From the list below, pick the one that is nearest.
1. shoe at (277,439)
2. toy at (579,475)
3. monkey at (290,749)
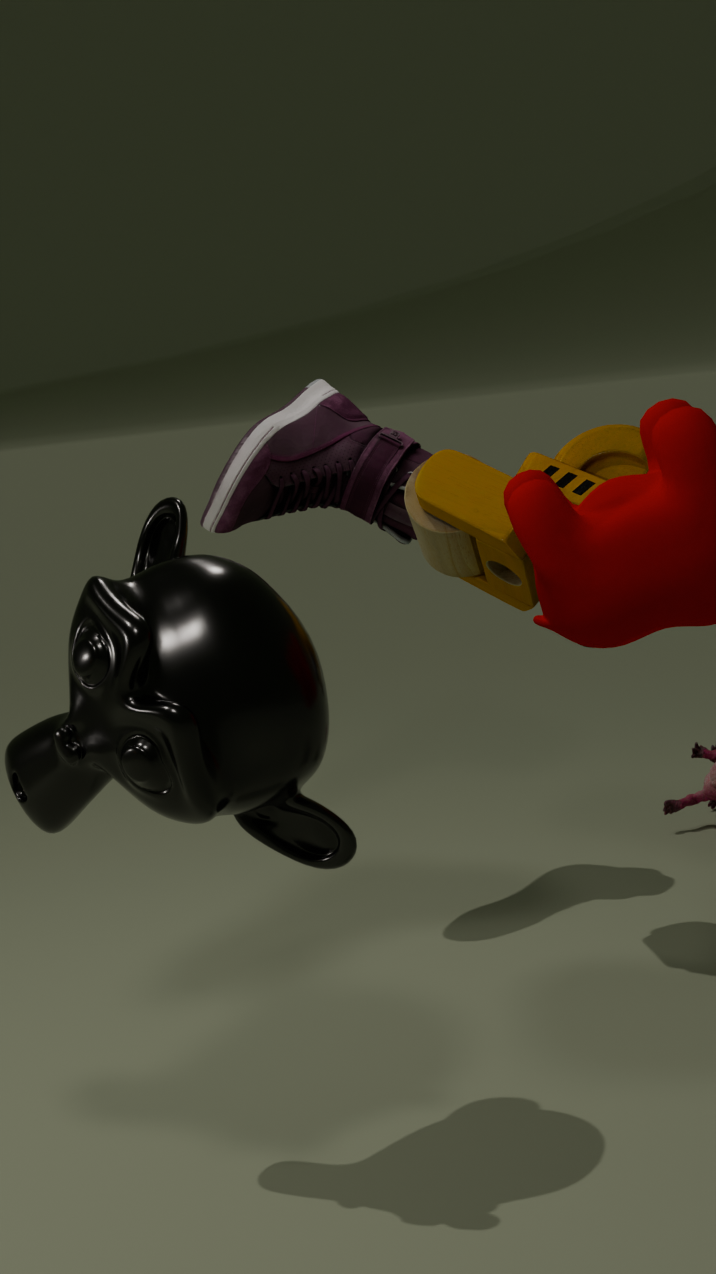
monkey at (290,749)
